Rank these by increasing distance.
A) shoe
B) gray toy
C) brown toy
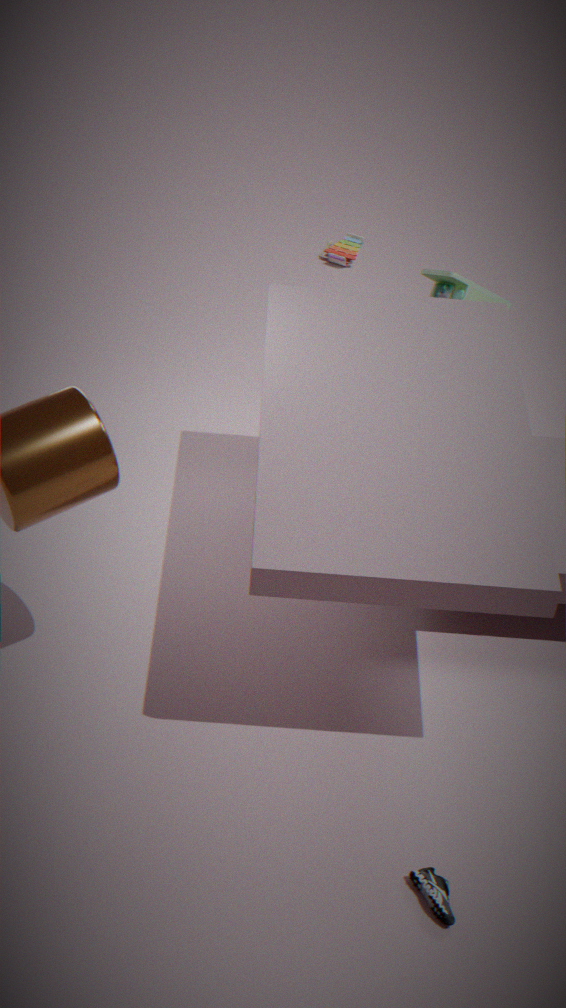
shoe → gray toy → brown toy
